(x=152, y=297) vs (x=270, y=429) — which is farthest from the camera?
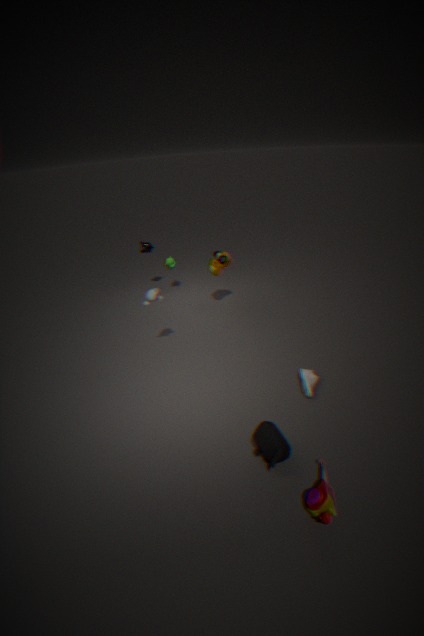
(x=152, y=297)
